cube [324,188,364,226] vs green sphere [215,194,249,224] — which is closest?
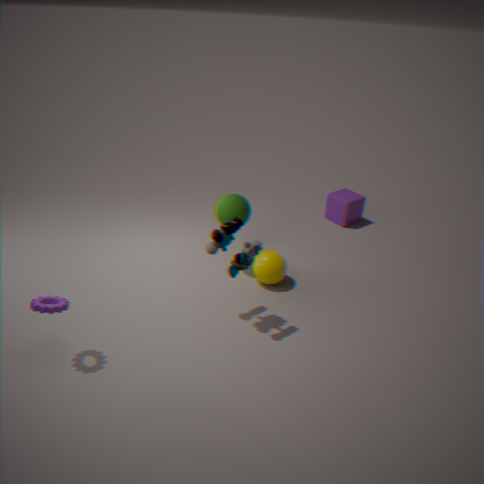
green sphere [215,194,249,224]
